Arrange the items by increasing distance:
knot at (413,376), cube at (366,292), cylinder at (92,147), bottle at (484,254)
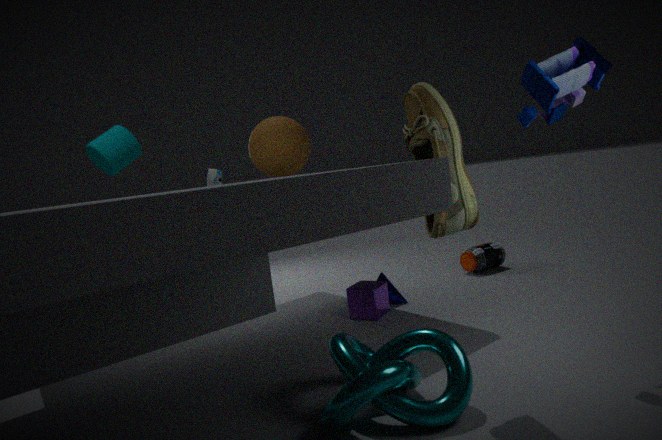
knot at (413,376), cylinder at (92,147), cube at (366,292), bottle at (484,254)
